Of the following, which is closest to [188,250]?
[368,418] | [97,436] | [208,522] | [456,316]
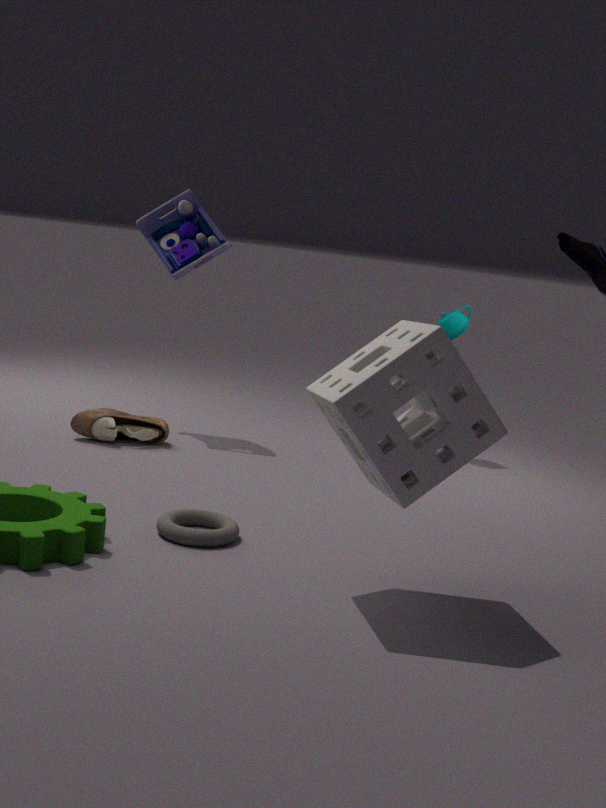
[97,436]
